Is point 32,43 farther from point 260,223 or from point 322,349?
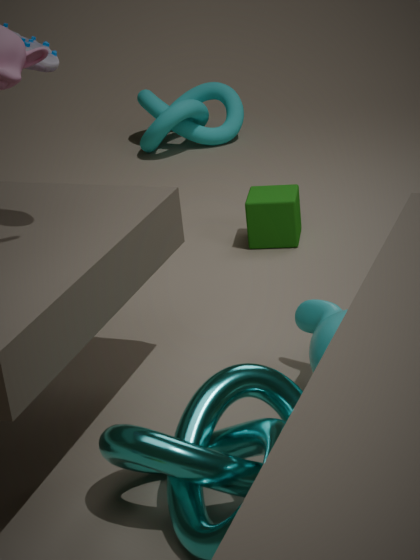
point 260,223
